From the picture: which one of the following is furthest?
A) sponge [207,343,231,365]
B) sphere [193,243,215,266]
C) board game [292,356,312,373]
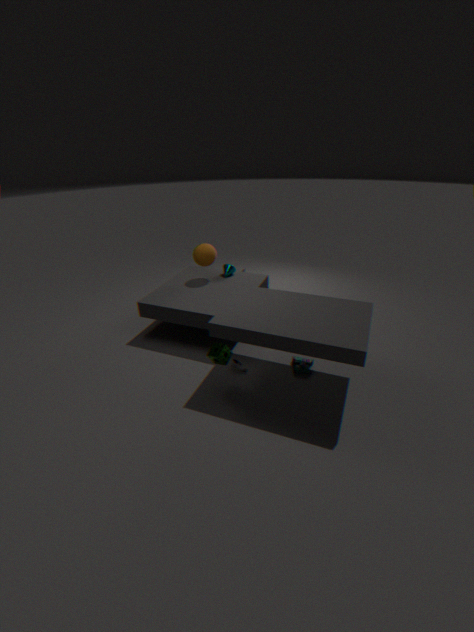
sphere [193,243,215,266]
